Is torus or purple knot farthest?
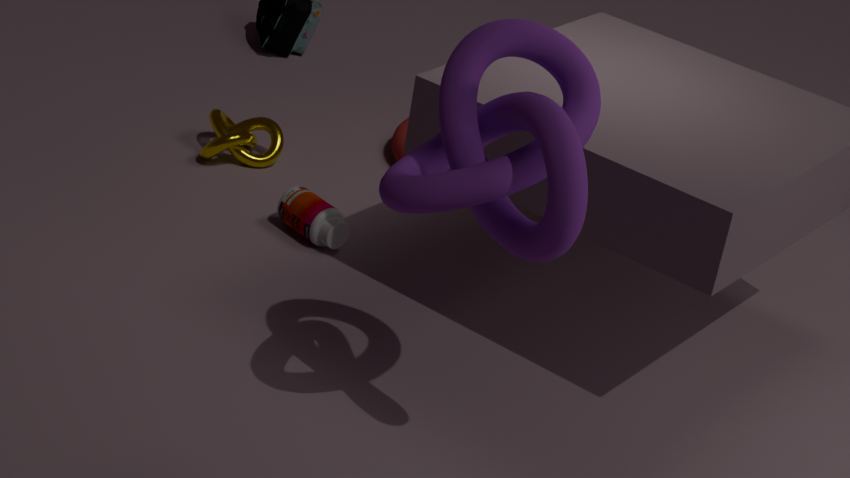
torus
